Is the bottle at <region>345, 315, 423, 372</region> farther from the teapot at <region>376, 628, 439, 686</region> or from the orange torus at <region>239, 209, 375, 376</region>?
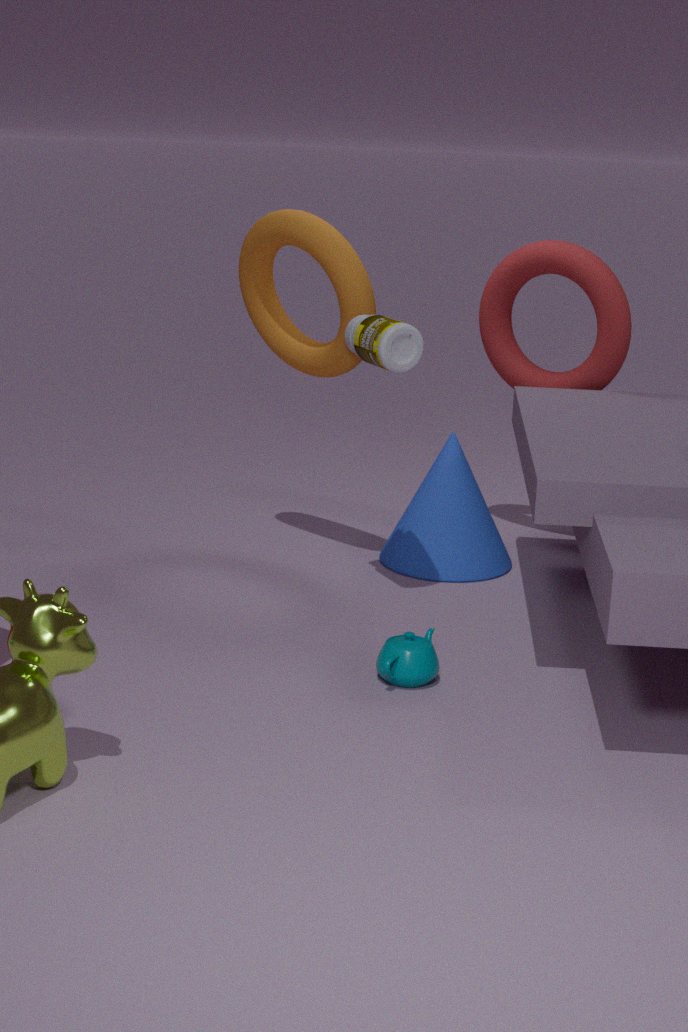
the teapot at <region>376, 628, 439, 686</region>
